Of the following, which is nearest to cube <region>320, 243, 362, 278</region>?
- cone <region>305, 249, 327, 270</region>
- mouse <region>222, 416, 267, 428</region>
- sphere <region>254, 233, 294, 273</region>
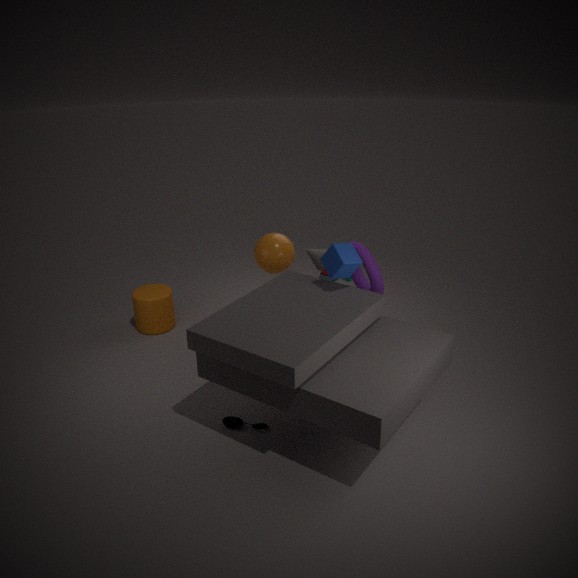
sphere <region>254, 233, 294, 273</region>
